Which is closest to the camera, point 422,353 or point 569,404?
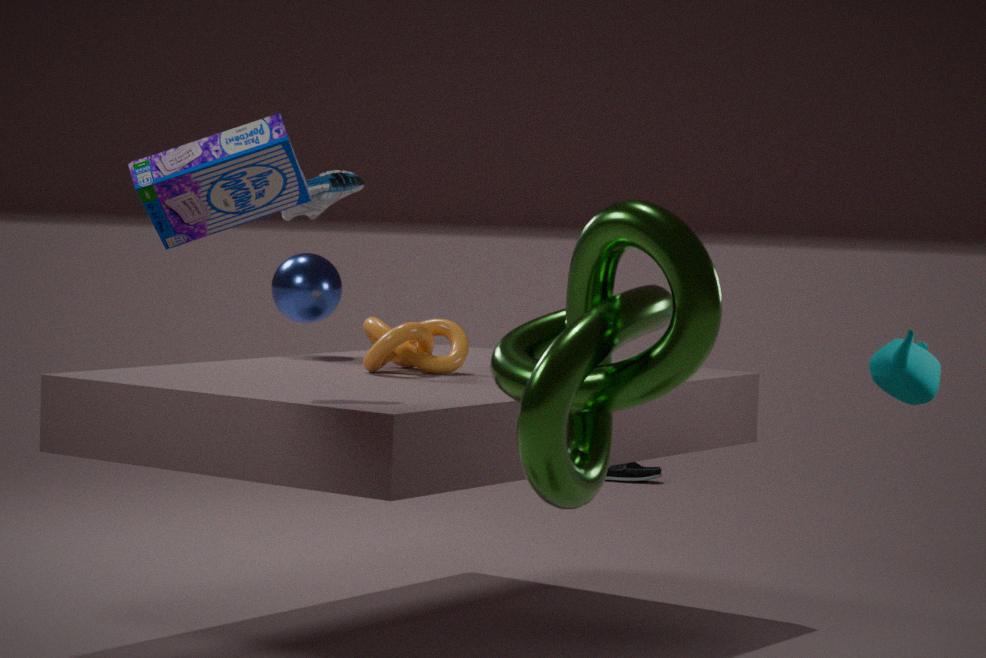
point 569,404
